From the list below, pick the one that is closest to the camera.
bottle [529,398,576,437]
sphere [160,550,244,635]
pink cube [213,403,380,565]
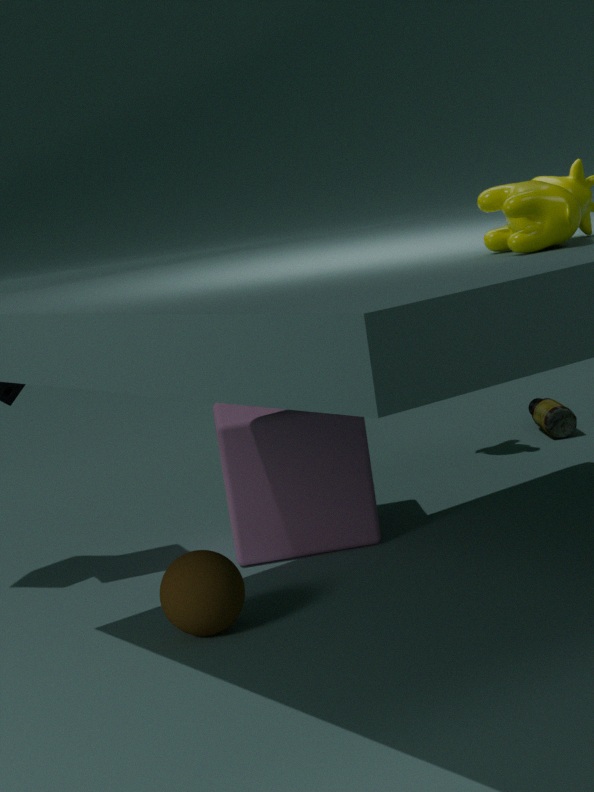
sphere [160,550,244,635]
